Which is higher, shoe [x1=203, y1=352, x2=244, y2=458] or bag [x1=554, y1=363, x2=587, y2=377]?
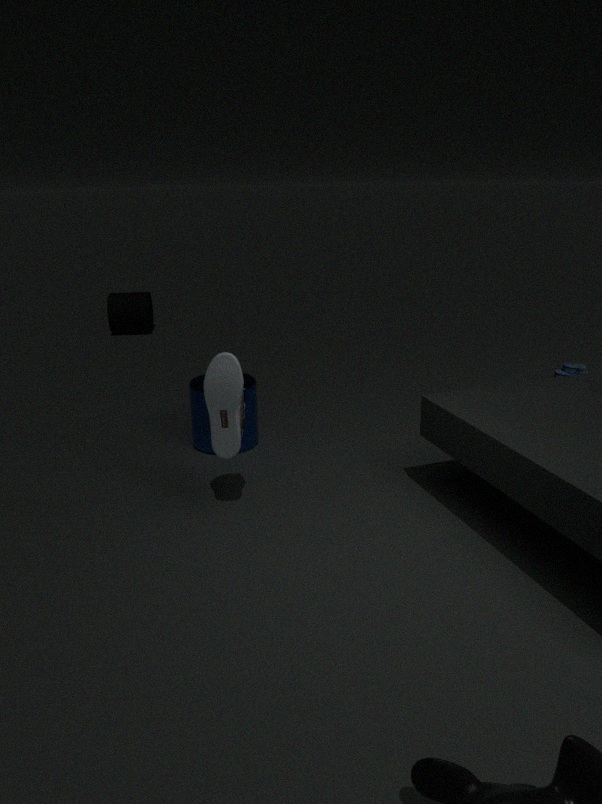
shoe [x1=203, y1=352, x2=244, y2=458]
